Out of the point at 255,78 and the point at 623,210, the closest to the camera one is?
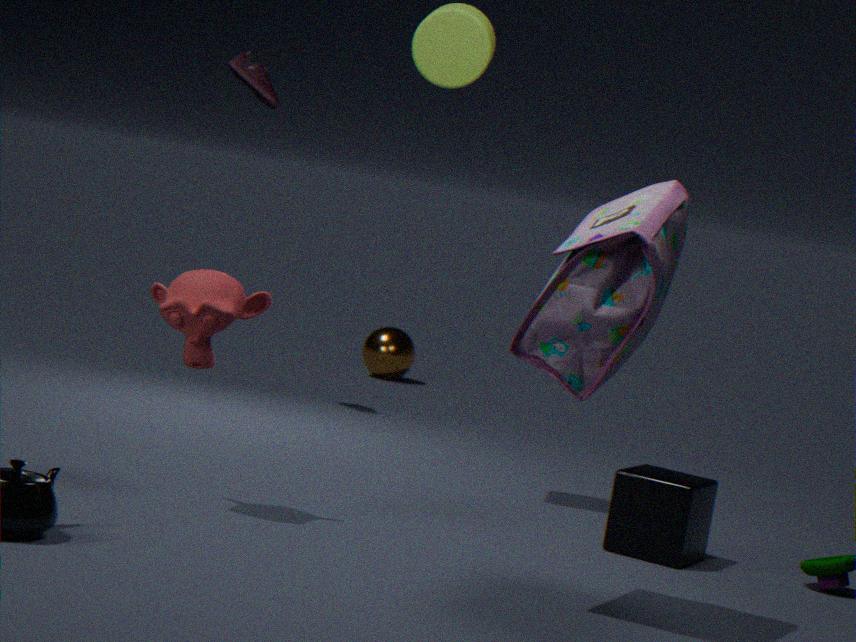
the point at 623,210
